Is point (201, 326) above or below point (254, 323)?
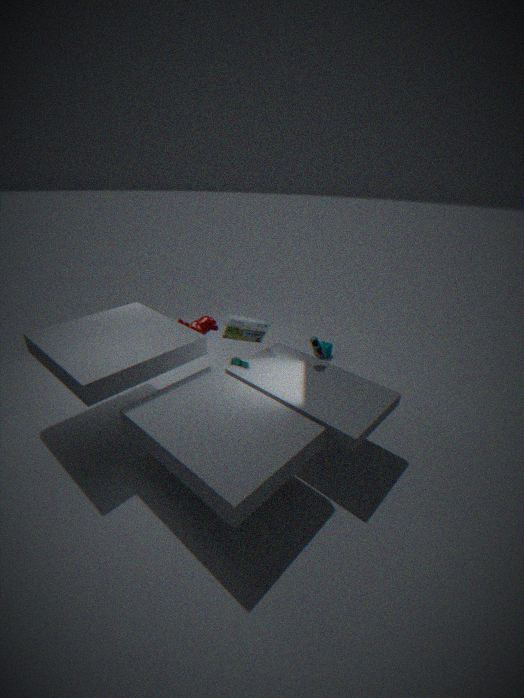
below
